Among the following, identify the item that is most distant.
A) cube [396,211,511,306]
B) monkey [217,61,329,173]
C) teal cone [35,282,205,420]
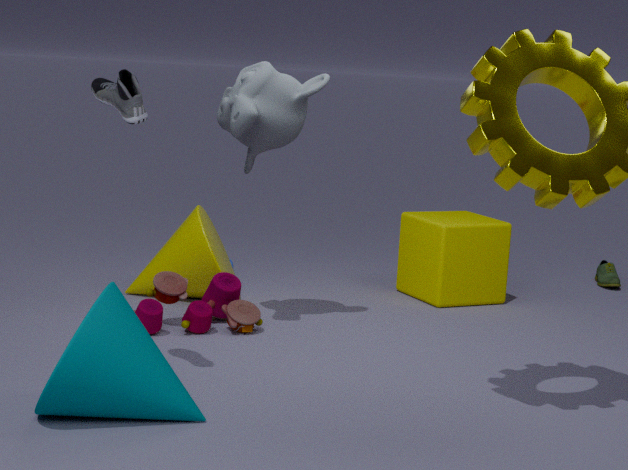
cube [396,211,511,306]
